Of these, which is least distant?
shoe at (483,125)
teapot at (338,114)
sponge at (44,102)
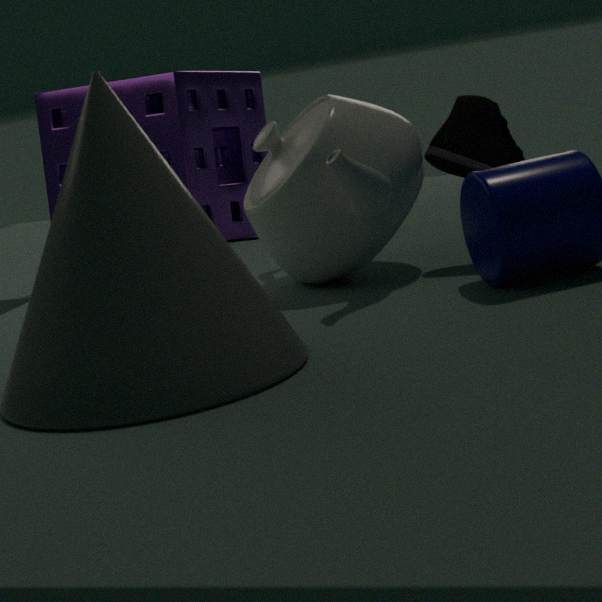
teapot at (338,114)
